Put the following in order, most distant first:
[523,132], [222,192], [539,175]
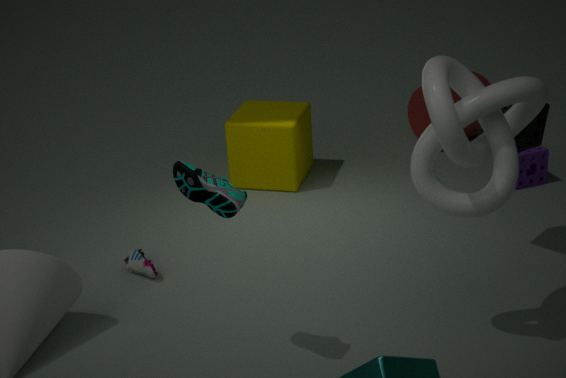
[539,175] → [523,132] → [222,192]
